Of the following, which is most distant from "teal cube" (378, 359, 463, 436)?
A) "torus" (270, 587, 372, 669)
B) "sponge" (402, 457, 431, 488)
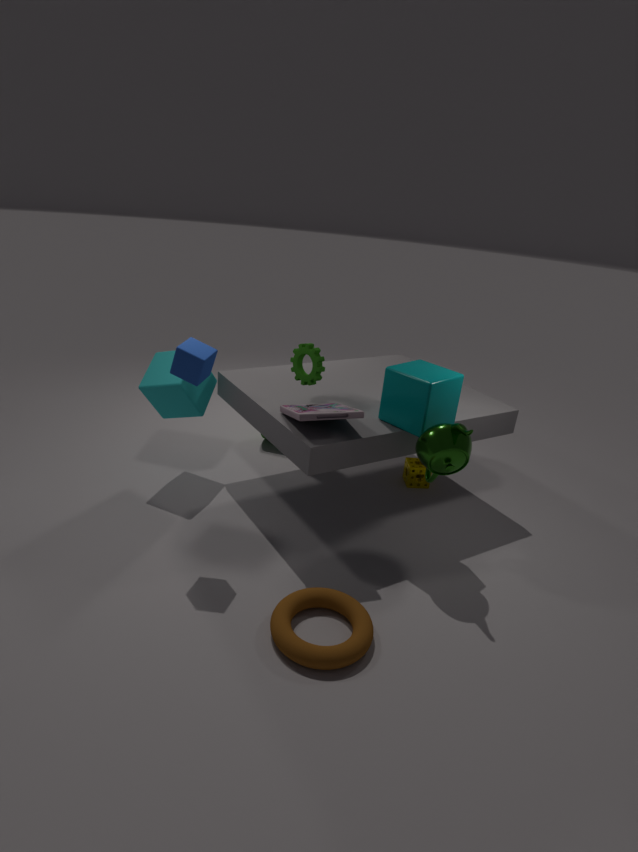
"torus" (270, 587, 372, 669)
